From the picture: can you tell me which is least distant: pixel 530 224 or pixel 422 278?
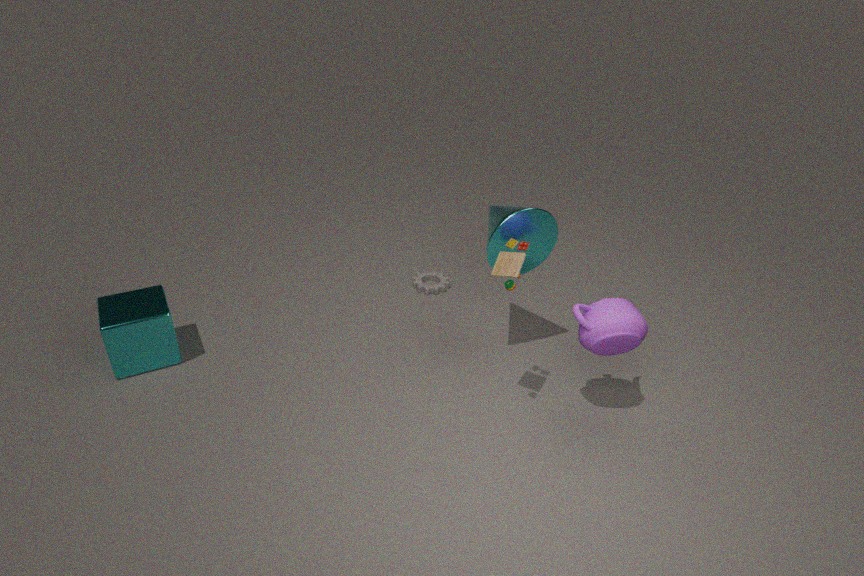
pixel 530 224
